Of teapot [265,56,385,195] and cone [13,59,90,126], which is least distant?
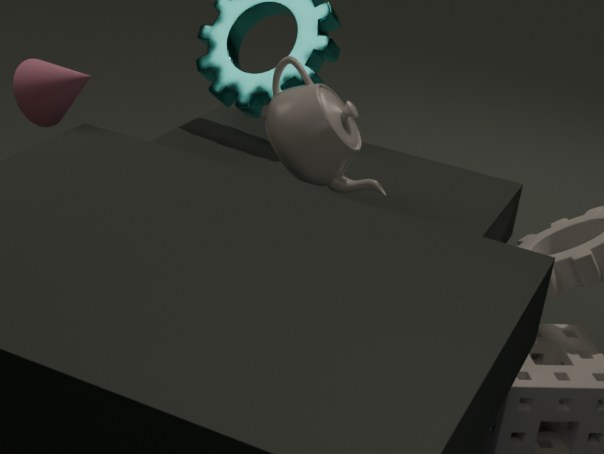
cone [13,59,90,126]
